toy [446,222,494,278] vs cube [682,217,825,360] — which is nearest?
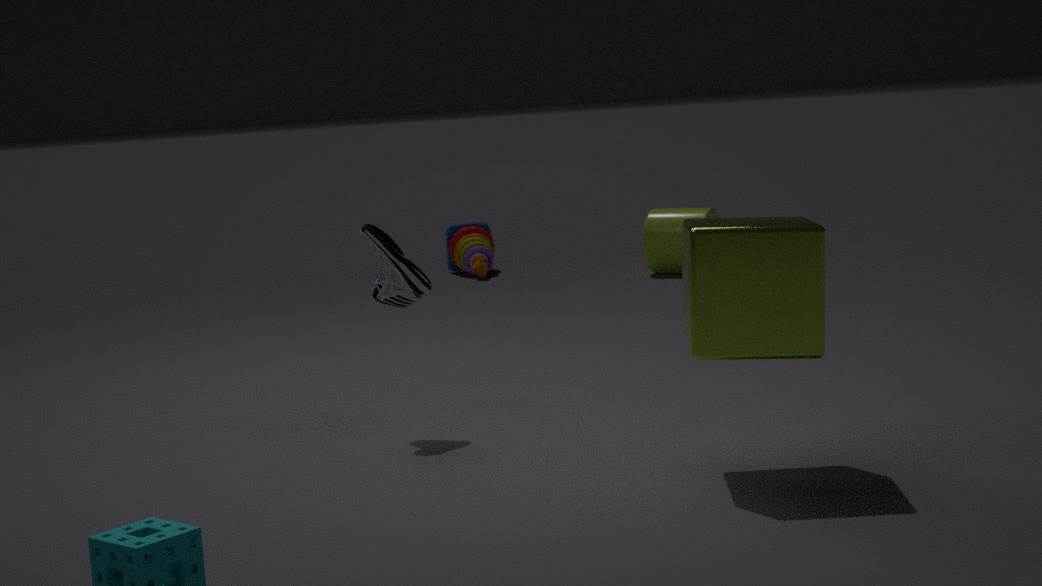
cube [682,217,825,360]
